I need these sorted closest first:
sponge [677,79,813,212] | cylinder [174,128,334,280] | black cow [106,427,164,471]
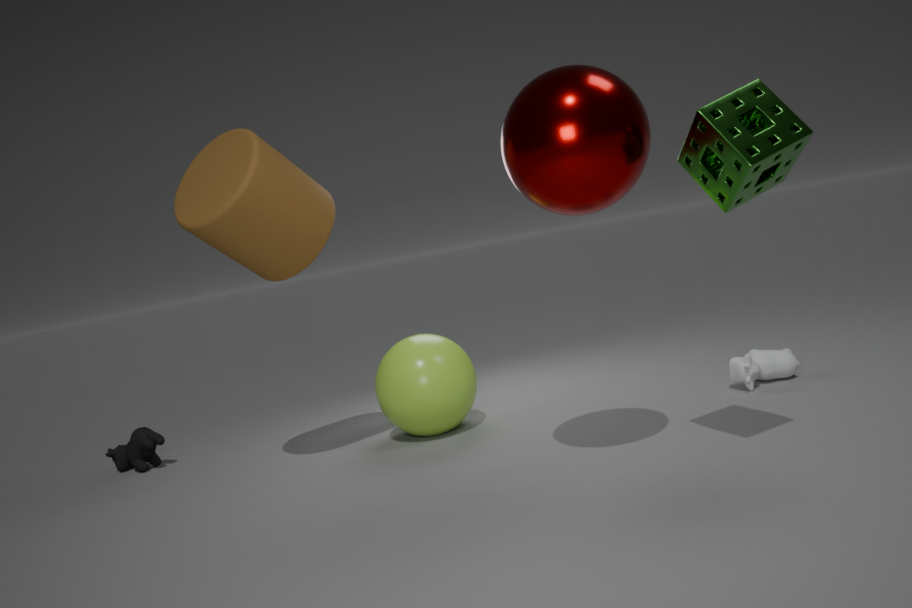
sponge [677,79,813,212]
cylinder [174,128,334,280]
black cow [106,427,164,471]
